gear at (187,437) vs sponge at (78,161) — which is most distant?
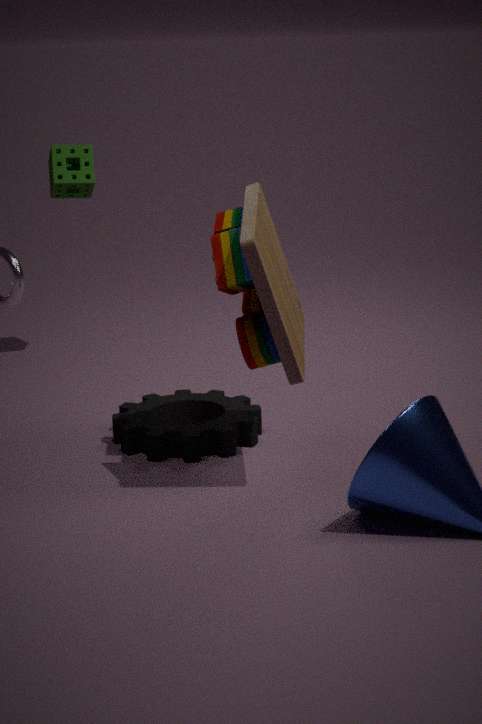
sponge at (78,161)
